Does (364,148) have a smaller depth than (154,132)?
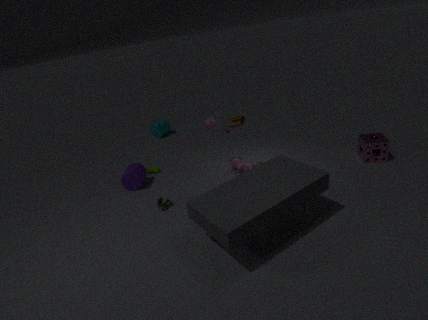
Yes
